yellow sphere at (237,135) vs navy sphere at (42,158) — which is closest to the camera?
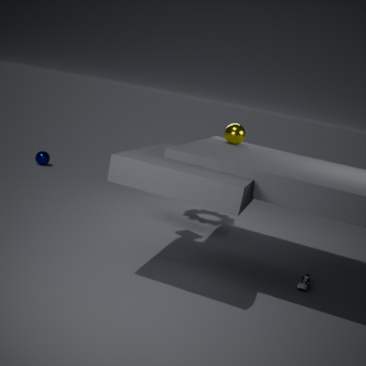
yellow sphere at (237,135)
